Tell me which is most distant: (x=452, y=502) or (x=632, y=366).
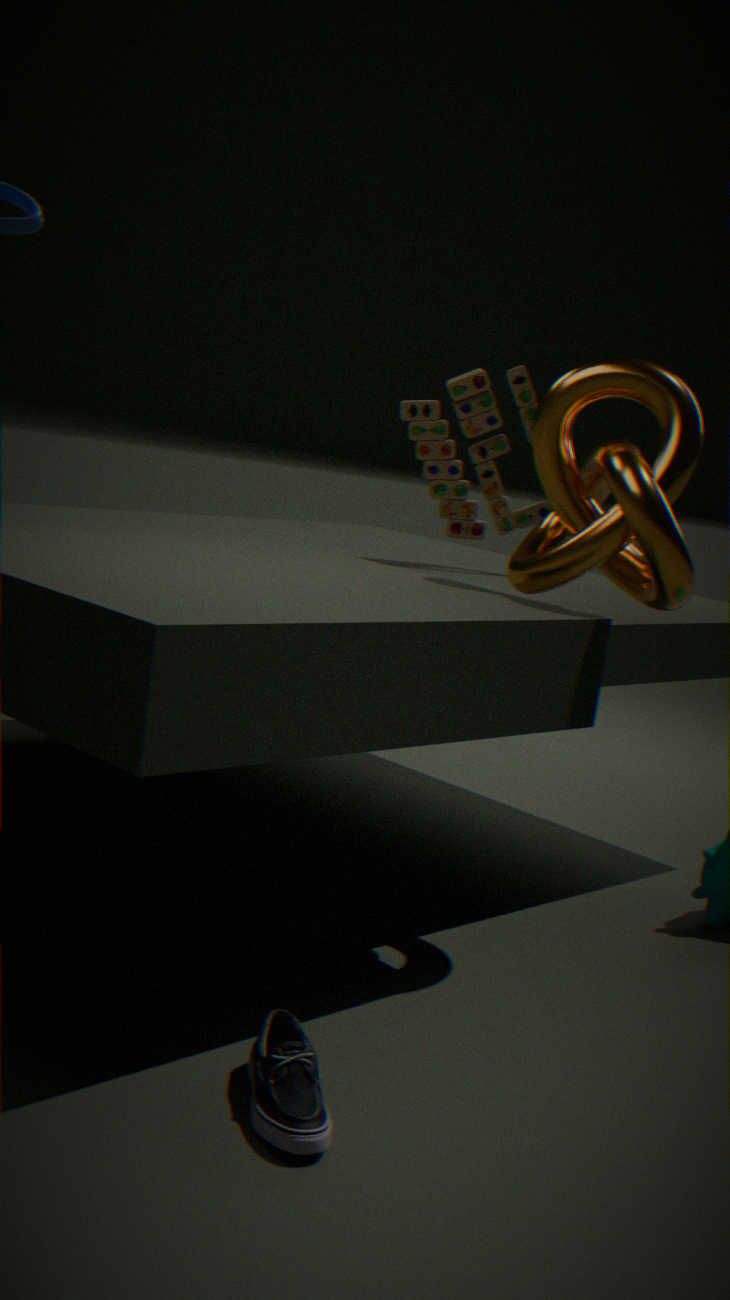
(x=452, y=502)
